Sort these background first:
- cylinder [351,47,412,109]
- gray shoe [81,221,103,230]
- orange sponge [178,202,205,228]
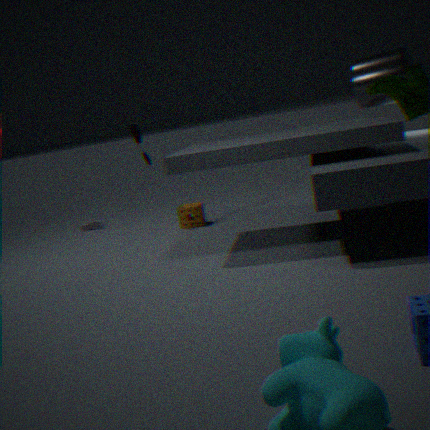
gray shoe [81,221,103,230] < orange sponge [178,202,205,228] < cylinder [351,47,412,109]
